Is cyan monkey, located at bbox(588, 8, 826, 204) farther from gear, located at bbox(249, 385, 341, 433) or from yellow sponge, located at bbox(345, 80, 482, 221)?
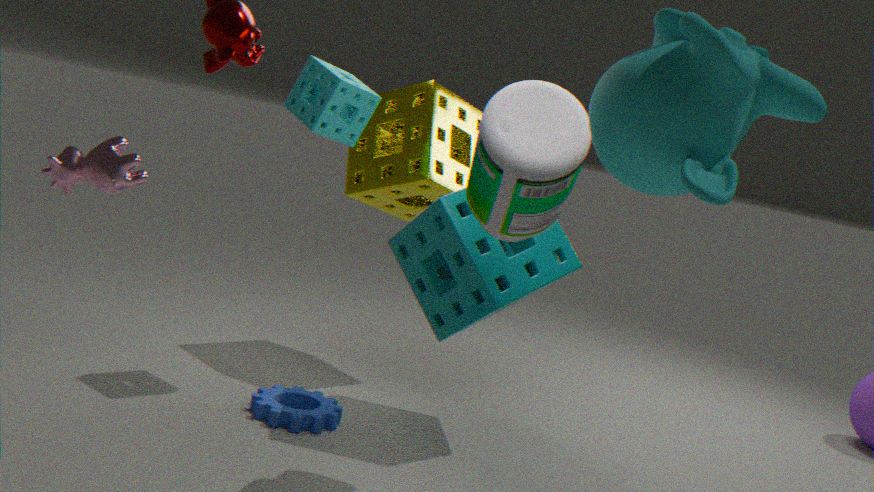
gear, located at bbox(249, 385, 341, 433)
